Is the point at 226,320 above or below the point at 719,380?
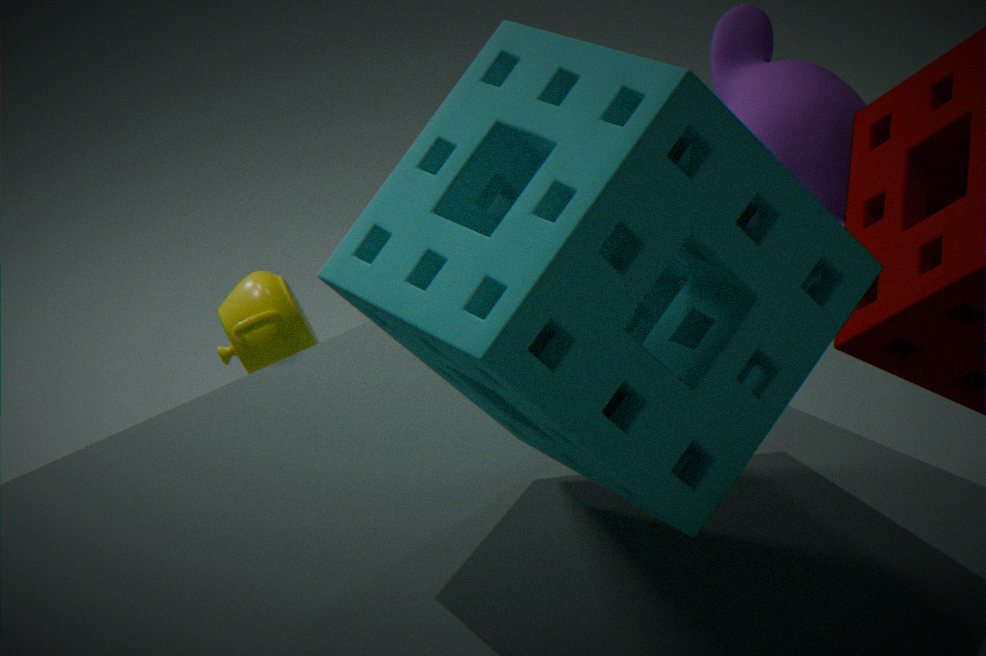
below
